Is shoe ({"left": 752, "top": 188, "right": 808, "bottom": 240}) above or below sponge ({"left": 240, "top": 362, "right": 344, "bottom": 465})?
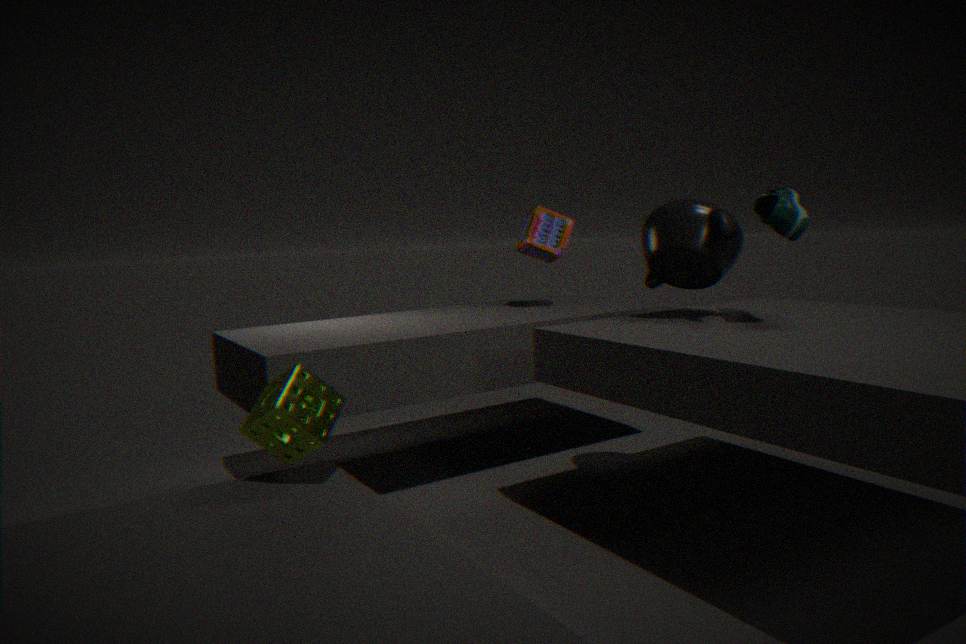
above
